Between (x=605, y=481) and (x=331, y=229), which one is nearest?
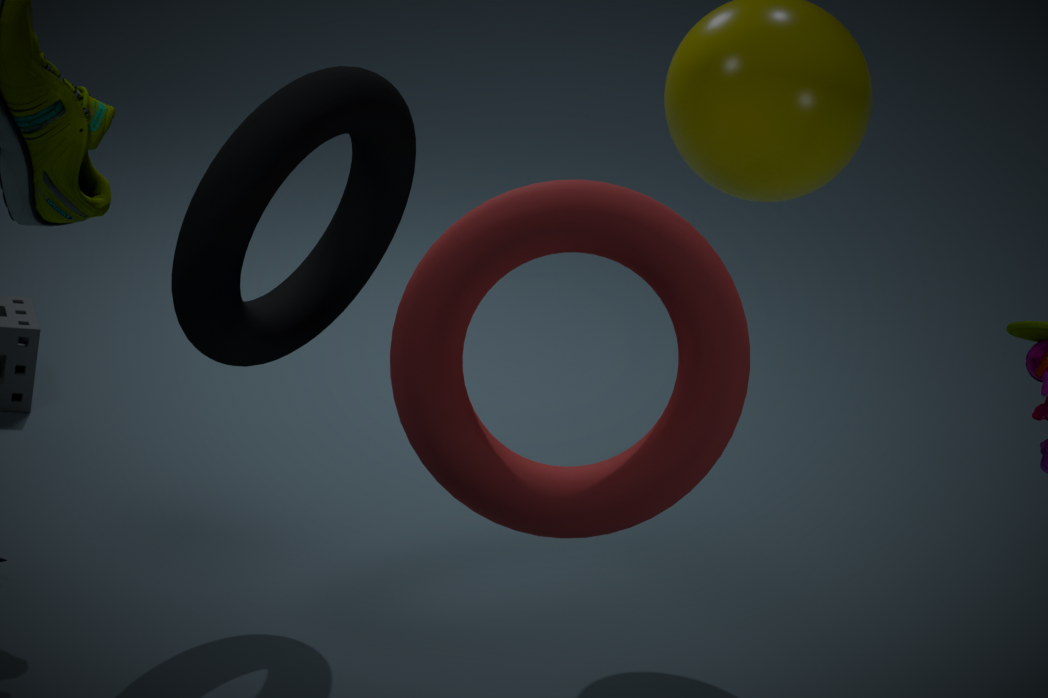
(x=605, y=481)
